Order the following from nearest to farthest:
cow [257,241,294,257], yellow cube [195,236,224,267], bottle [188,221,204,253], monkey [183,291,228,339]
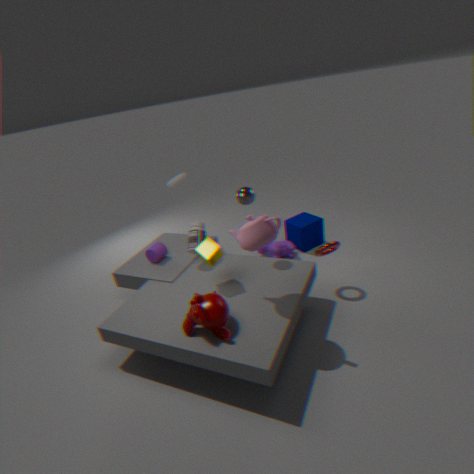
monkey [183,291,228,339], yellow cube [195,236,224,267], bottle [188,221,204,253], cow [257,241,294,257]
